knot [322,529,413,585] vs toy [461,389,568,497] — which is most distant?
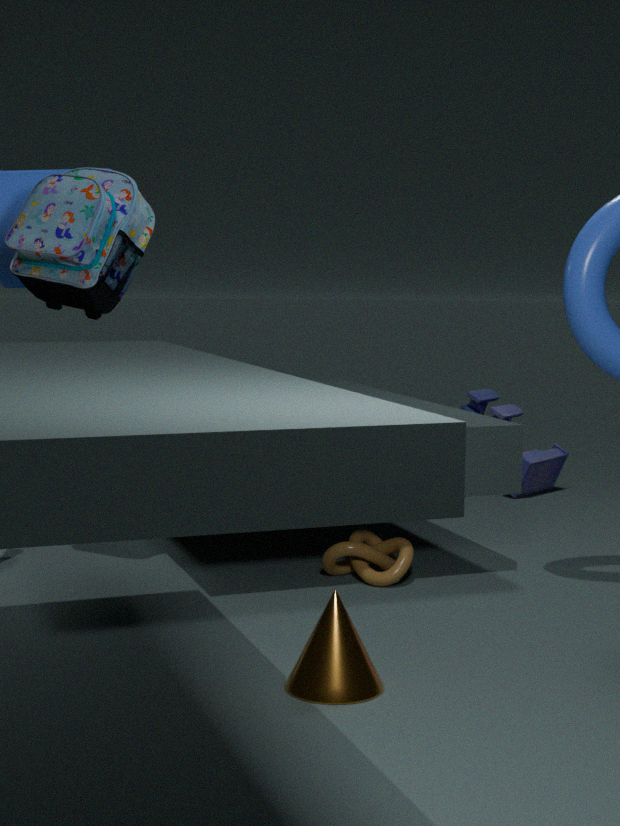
toy [461,389,568,497]
